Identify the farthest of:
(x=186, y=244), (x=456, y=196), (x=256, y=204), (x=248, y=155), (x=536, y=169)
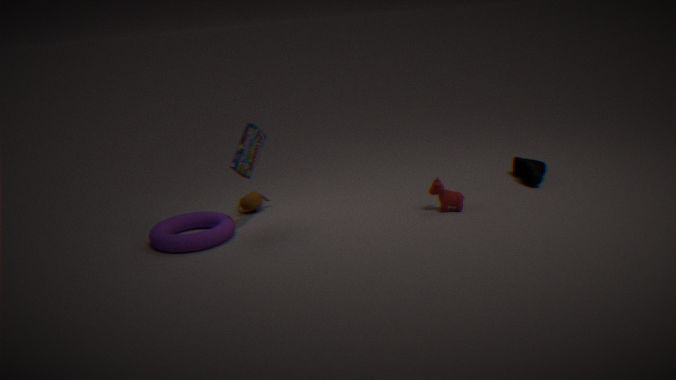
(x=536, y=169)
